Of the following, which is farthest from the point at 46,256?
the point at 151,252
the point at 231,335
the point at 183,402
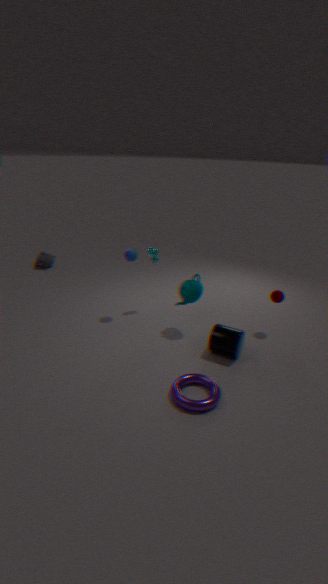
the point at 183,402
